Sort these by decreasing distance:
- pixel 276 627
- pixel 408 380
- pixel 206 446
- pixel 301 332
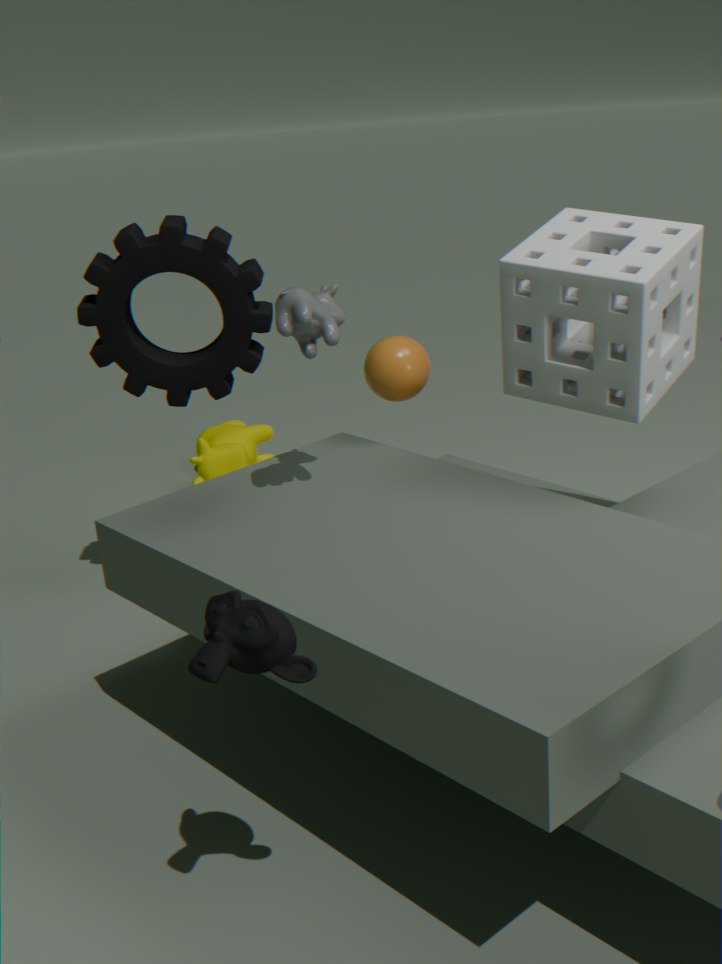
pixel 206 446, pixel 408 380, pixel 301 332, pixel 276 627
